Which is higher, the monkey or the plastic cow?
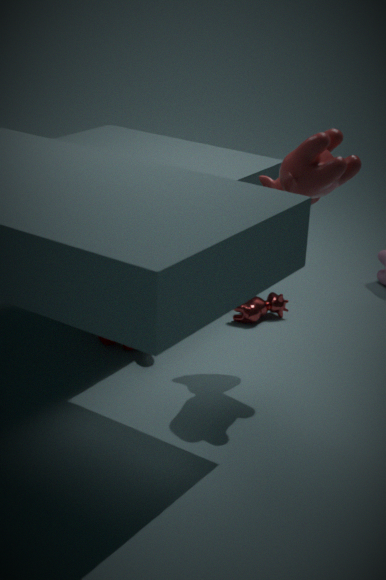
the plastic cow
